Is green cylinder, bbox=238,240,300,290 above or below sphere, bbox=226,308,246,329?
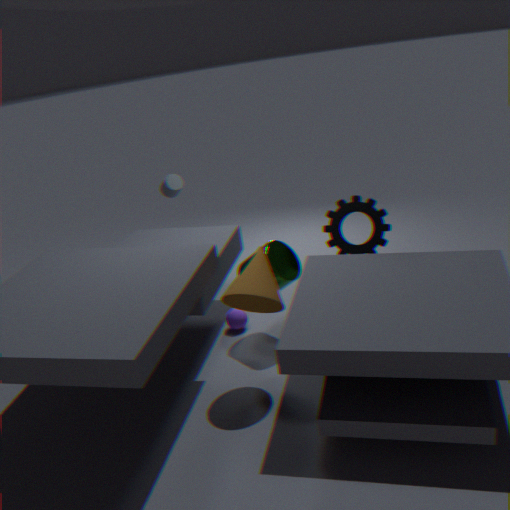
above
